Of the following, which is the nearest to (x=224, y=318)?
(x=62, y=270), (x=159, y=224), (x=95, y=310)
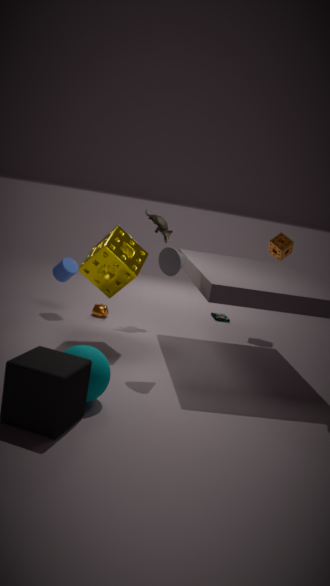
(x=159, y=224)
